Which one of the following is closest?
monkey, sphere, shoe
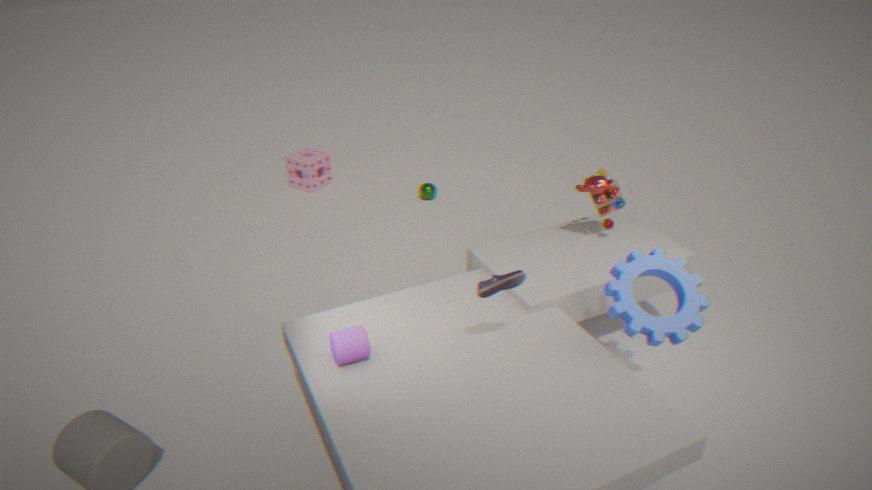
shoe
